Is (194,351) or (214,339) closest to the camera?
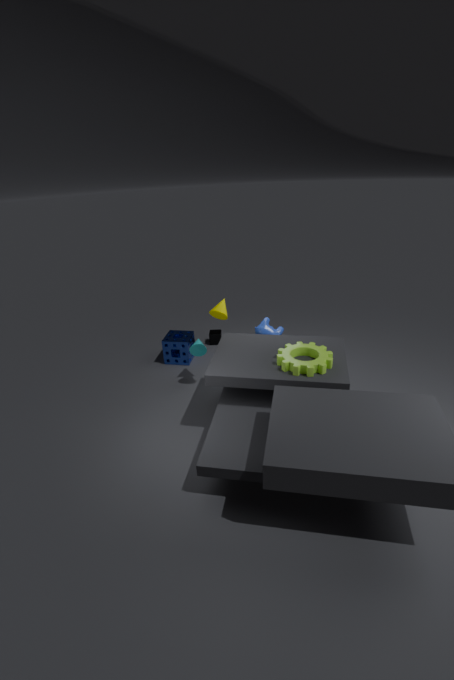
(194,351)
